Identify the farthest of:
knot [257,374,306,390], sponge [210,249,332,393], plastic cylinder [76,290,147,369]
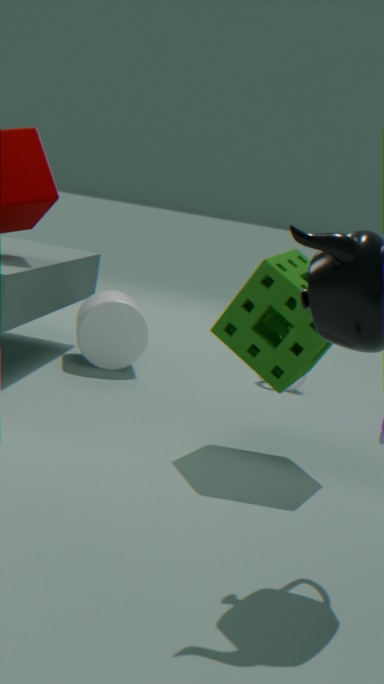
knot [257,374,306,390]
